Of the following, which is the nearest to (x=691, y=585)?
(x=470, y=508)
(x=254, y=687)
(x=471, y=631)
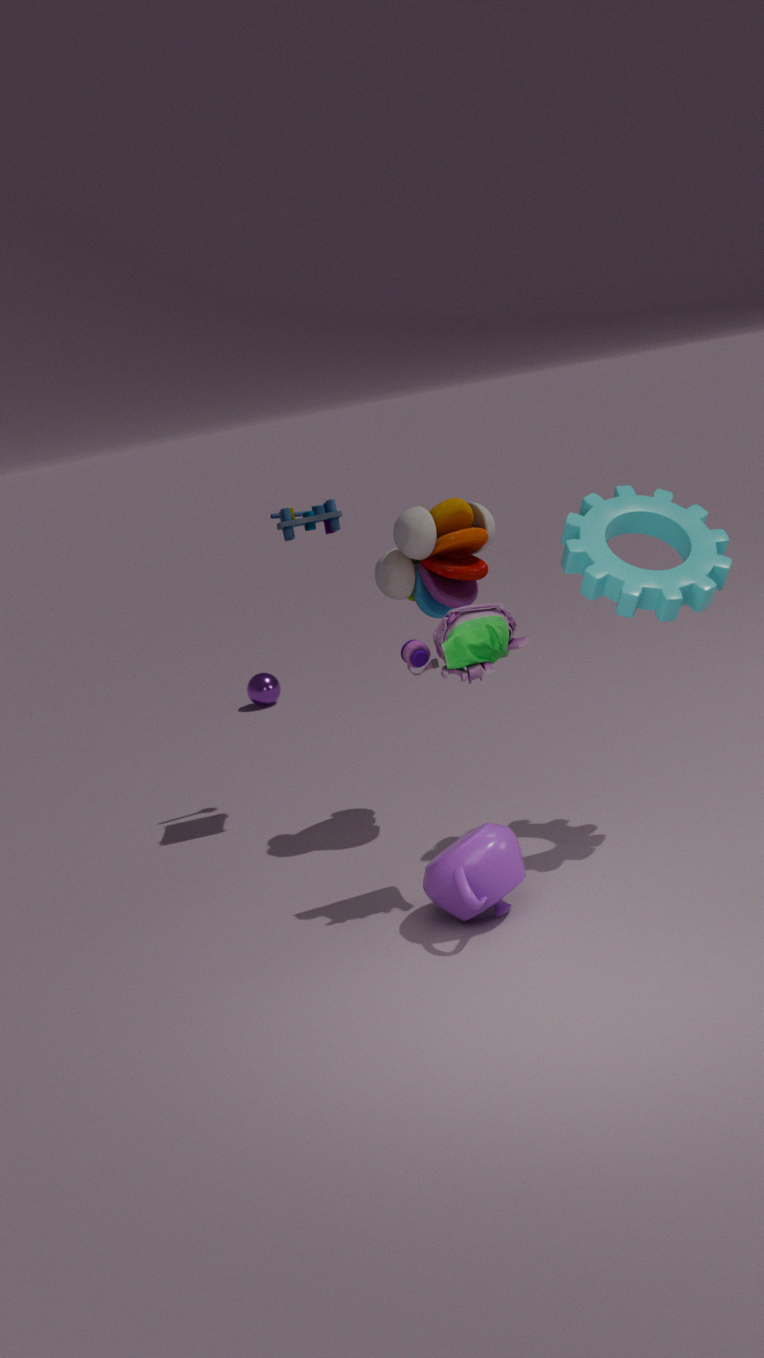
(x=471, y=631)
